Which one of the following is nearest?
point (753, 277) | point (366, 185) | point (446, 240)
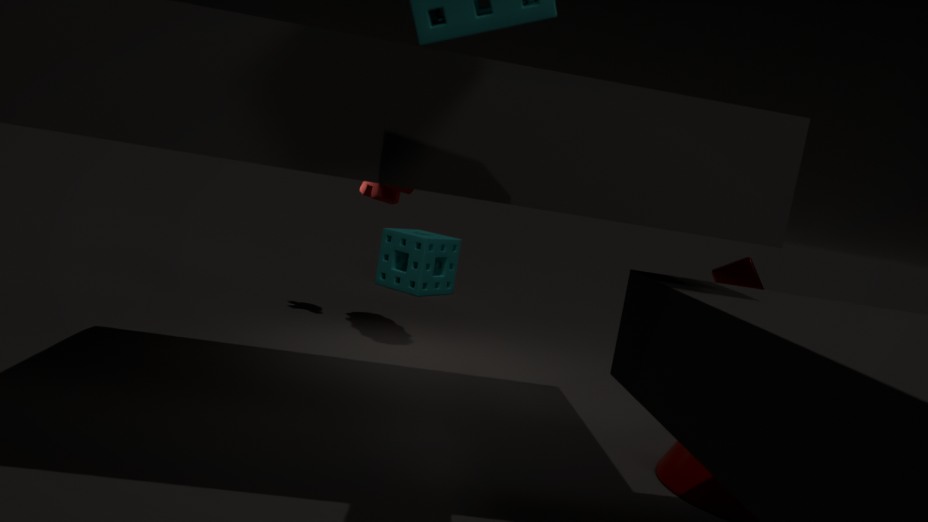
point (366, 185)
